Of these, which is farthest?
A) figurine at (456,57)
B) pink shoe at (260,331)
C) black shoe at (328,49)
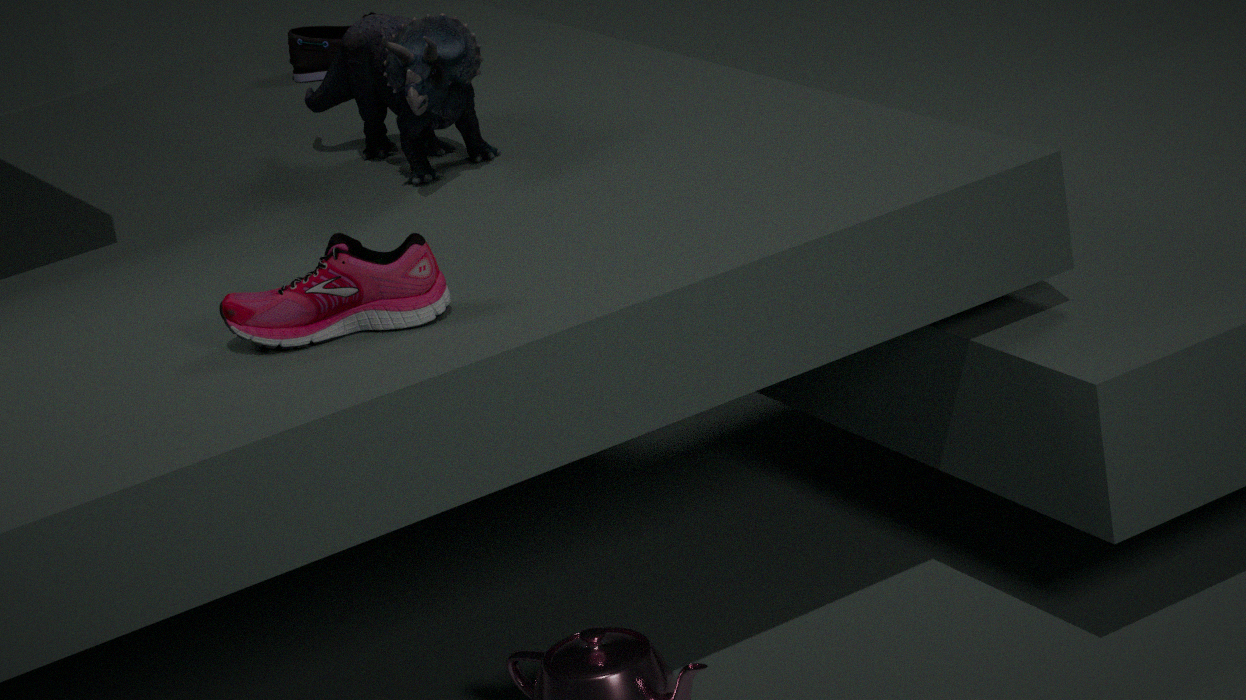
black shoe at (328,49)
